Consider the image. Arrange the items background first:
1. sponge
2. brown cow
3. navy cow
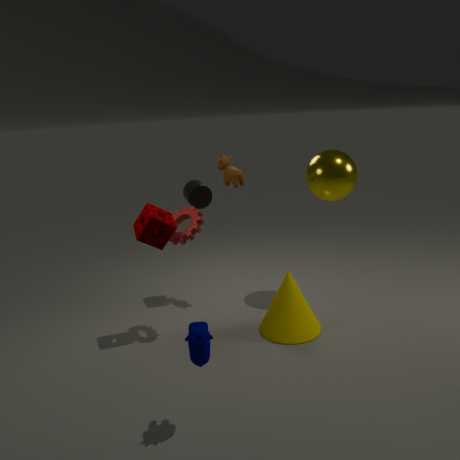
brown cow, sponge, navy cow
